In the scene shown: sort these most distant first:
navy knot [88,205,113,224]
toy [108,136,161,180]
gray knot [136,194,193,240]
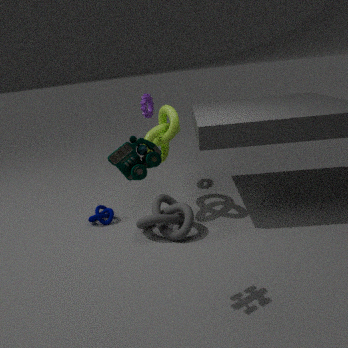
navy knot [88,205,113,224] → gray knot [136,194,193,240] → toy [108,136,161,180]
